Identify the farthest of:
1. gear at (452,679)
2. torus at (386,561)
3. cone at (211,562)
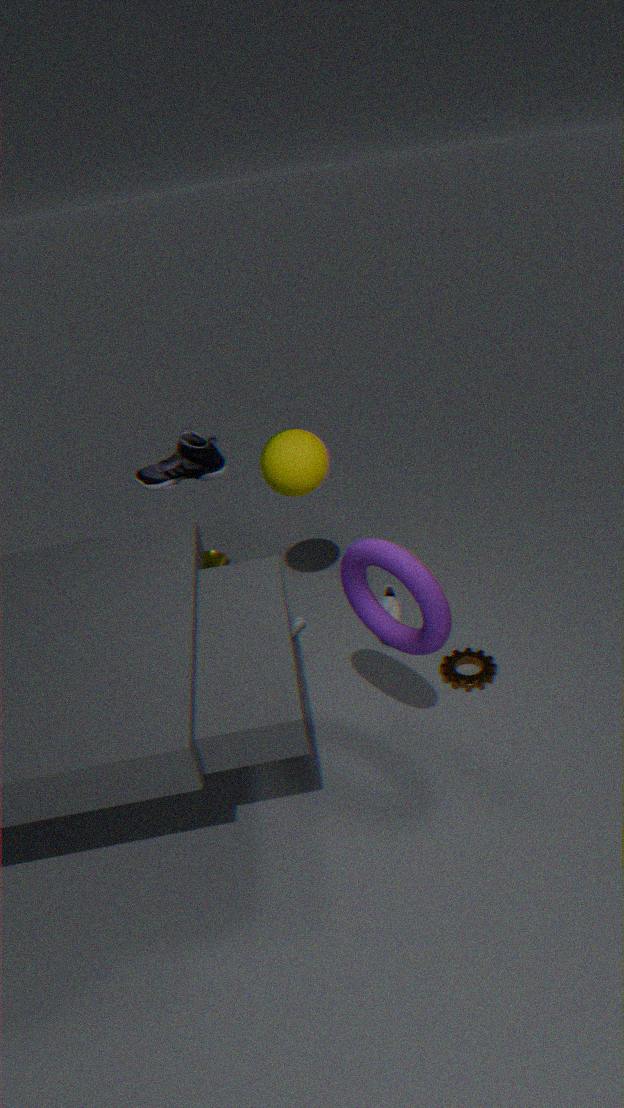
cone at (211,562)
